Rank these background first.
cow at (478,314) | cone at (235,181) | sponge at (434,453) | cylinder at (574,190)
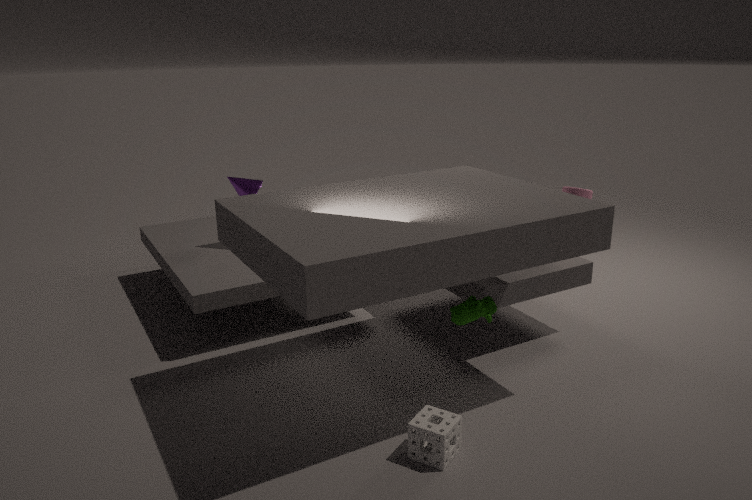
cone at (235,181) < cylinder at (574,190) < cow at (478,314) < sponge at (434,453)
